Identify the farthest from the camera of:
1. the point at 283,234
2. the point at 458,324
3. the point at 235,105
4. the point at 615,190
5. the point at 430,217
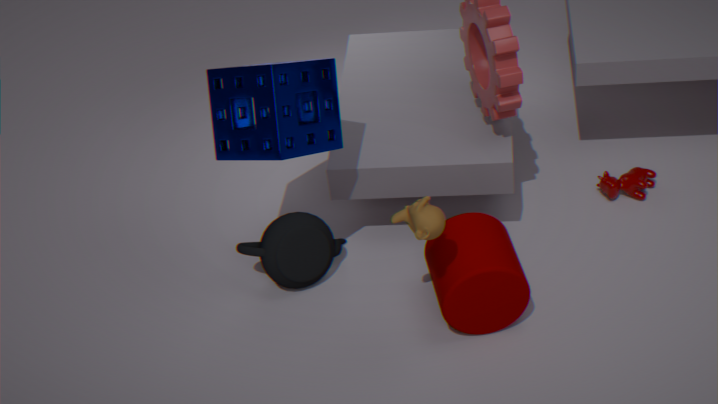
the point at 615,190
